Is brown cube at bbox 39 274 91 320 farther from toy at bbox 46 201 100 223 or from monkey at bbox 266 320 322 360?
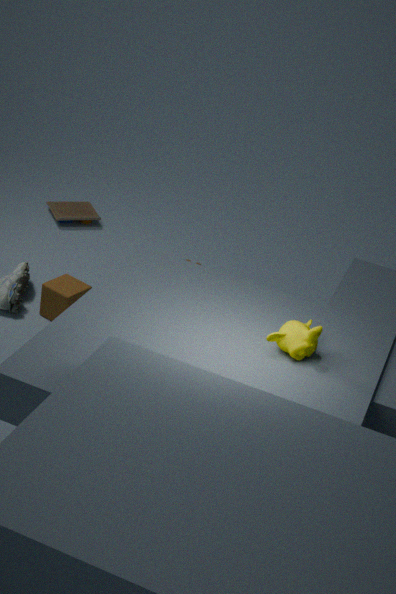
monkey at bbox 266 320 322 360
